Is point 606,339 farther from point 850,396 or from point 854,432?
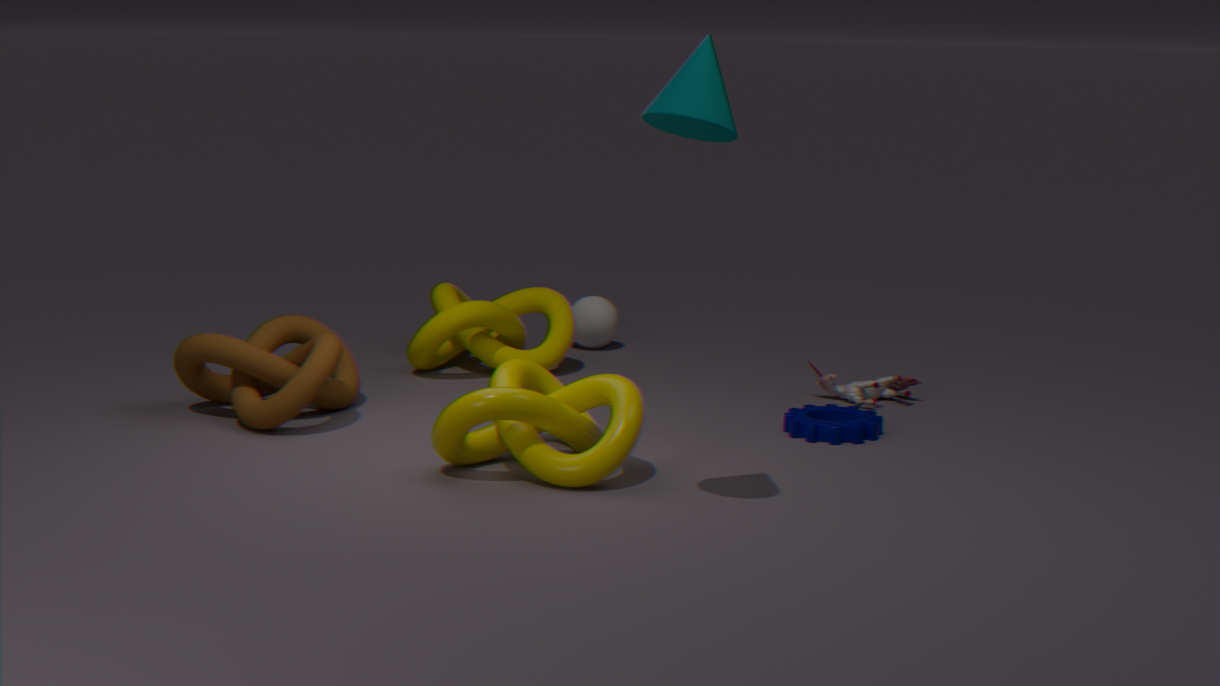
point 854,432
